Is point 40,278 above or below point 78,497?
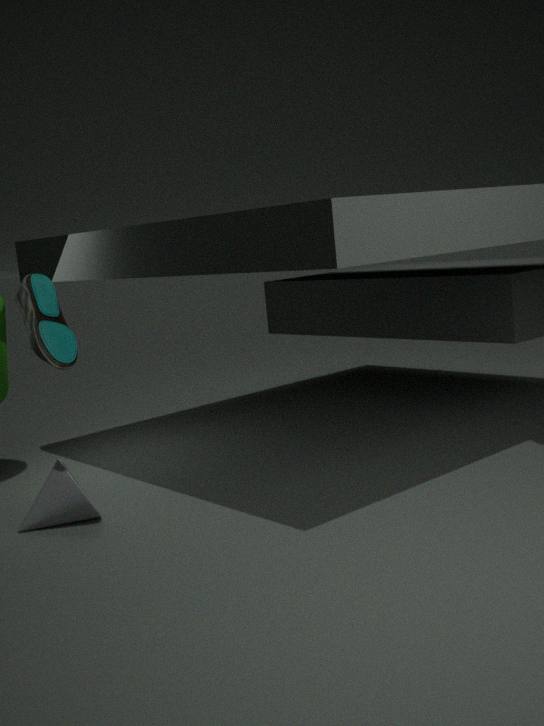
above
